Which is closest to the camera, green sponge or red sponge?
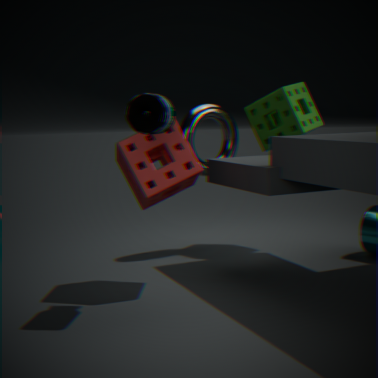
red sponge
